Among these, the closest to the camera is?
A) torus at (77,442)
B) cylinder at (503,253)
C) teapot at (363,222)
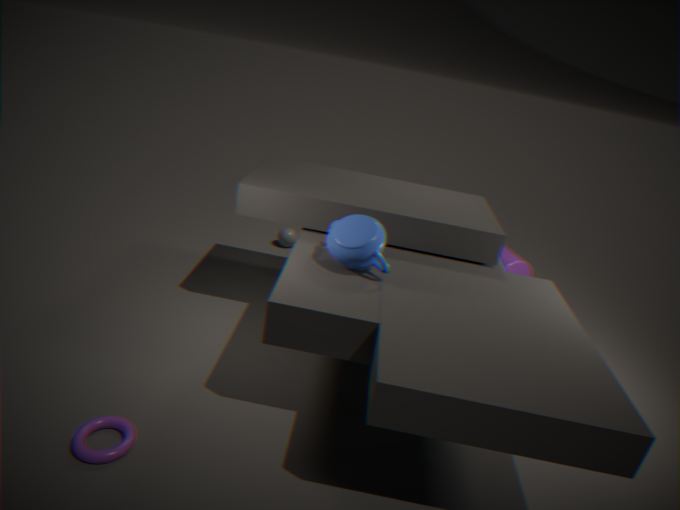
torus at (77,442)
